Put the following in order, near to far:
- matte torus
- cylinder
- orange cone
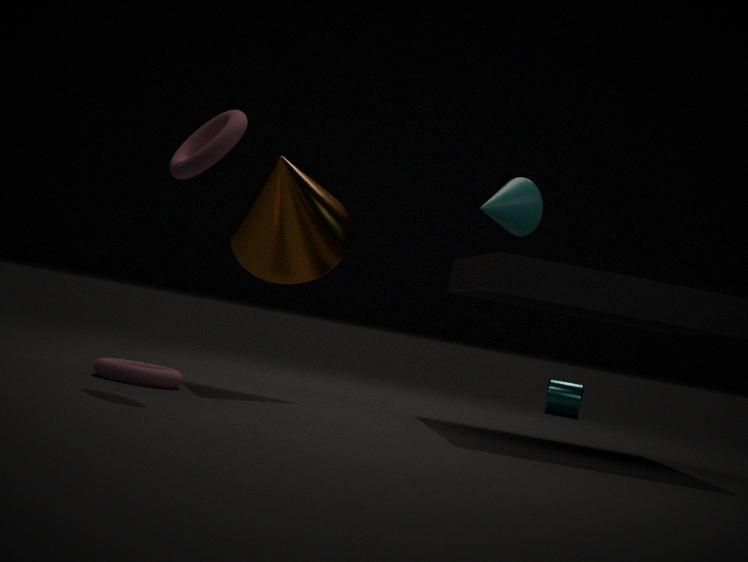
matte torus
orange cone
cylinder
